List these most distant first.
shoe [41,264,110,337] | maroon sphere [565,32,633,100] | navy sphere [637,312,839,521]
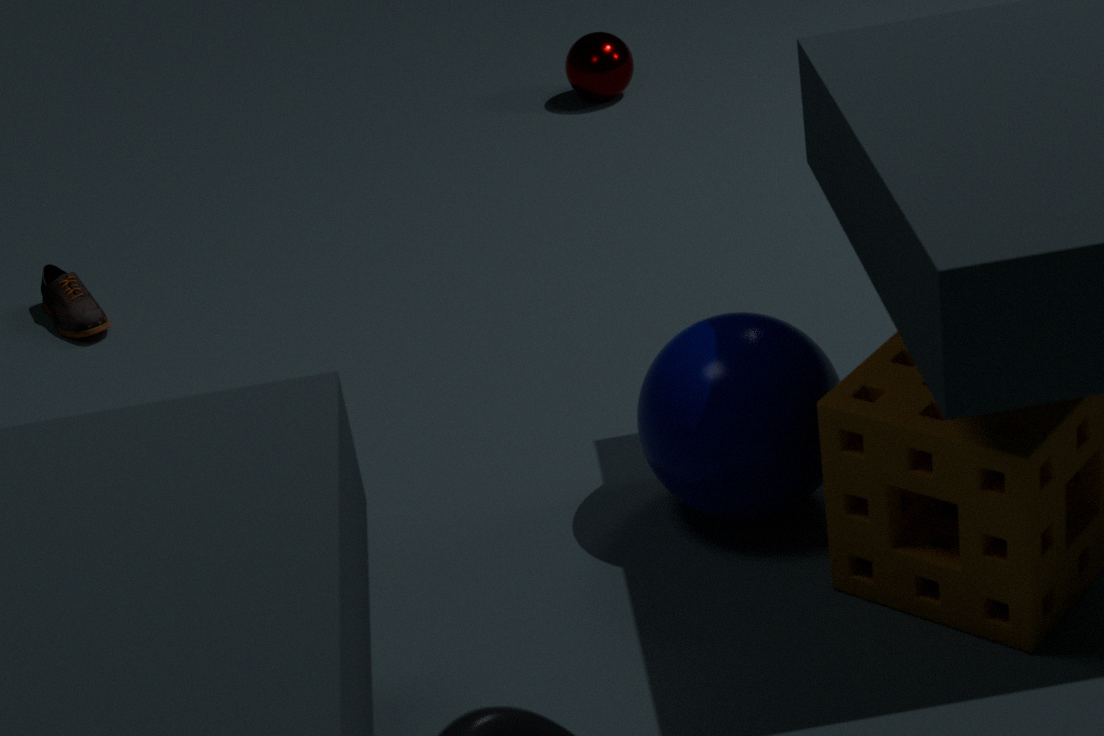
maroon sphere [565,32,633,100] < shoe [41,264,110,337] < navy sphere [637,312,839,521]
